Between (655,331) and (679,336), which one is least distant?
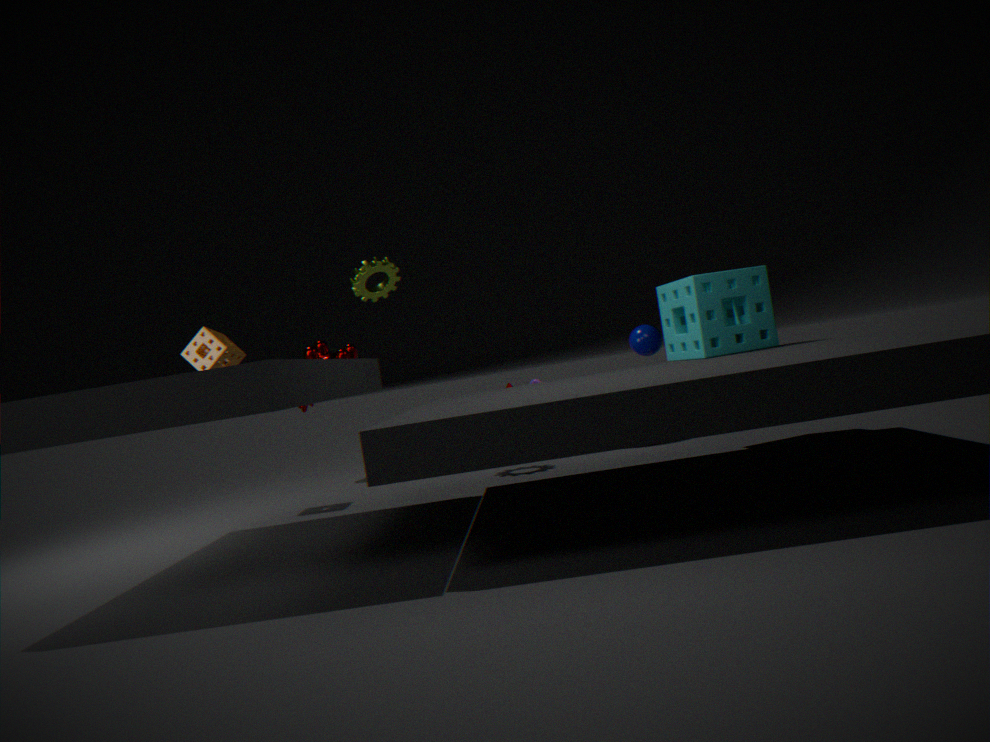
(679,336)
